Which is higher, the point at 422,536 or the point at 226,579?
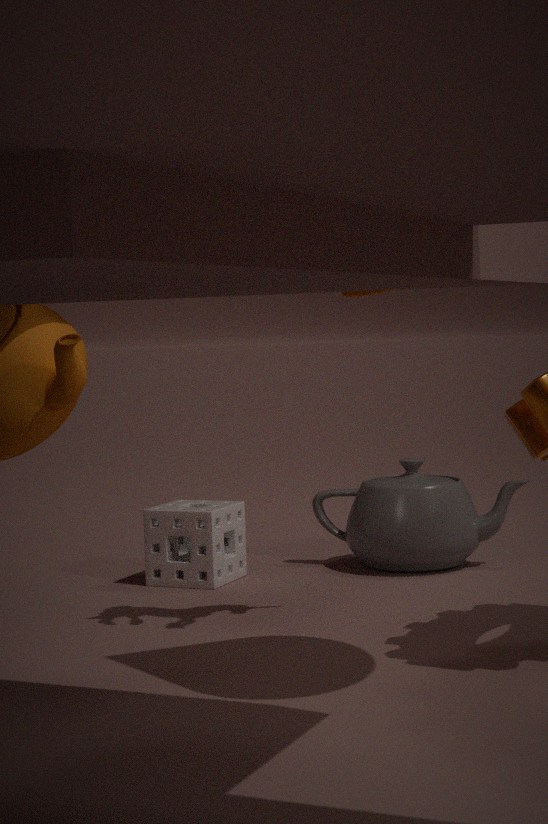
the point at 422,536
